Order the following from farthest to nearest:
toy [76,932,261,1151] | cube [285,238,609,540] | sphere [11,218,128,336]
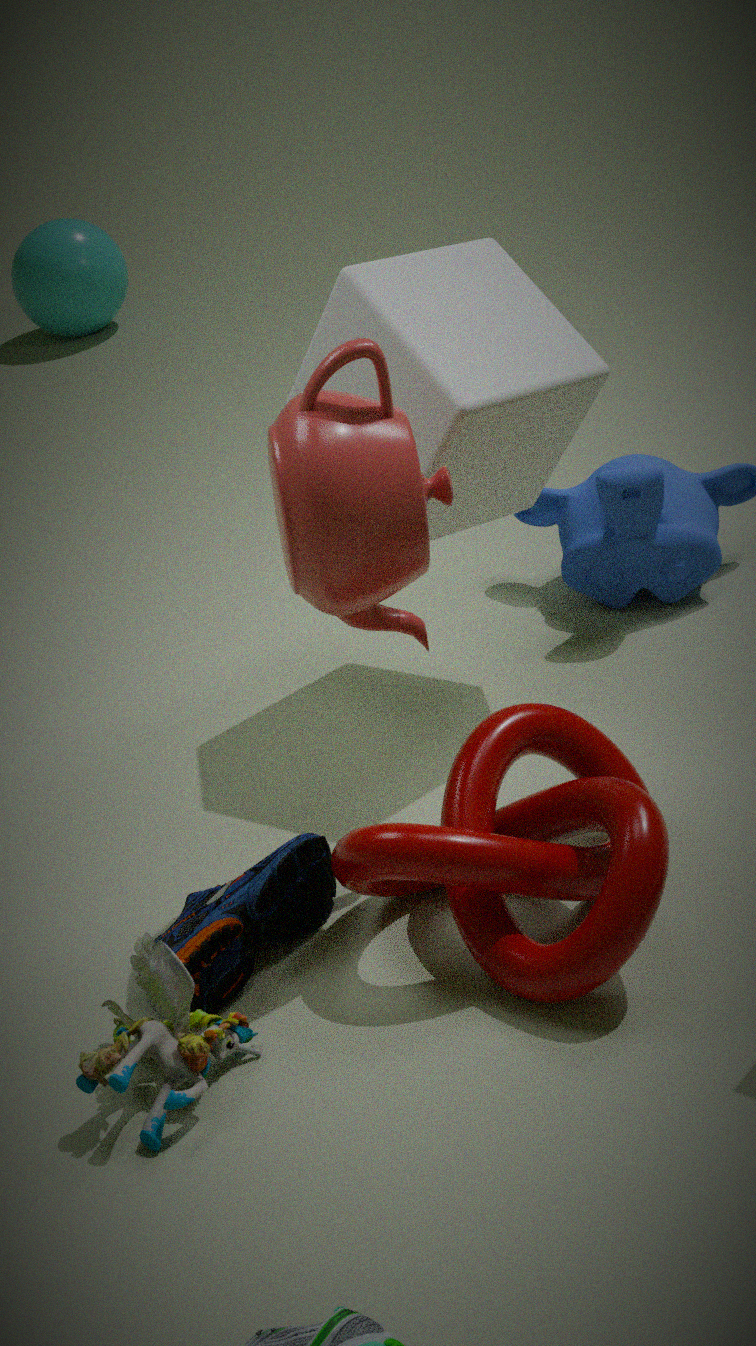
sphere [11,218,128,336]
cube [285,238,609,540]
toy [76,932,261,1151]
